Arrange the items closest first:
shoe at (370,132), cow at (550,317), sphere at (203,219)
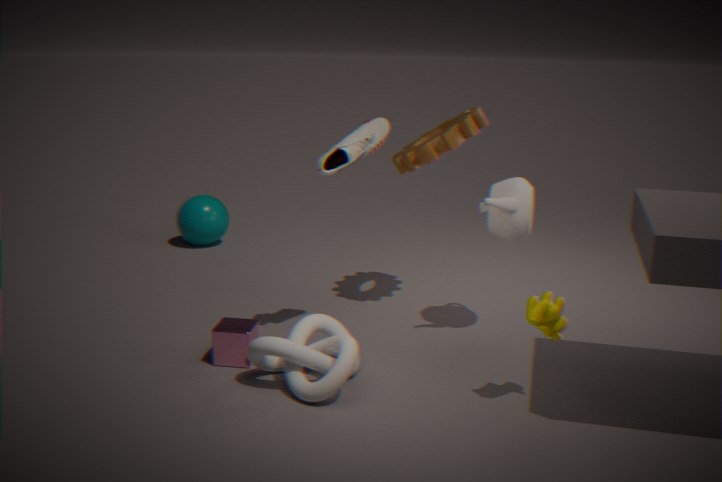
cow at (550,317)
shoe at (370,132)
sphere at (203,219)
